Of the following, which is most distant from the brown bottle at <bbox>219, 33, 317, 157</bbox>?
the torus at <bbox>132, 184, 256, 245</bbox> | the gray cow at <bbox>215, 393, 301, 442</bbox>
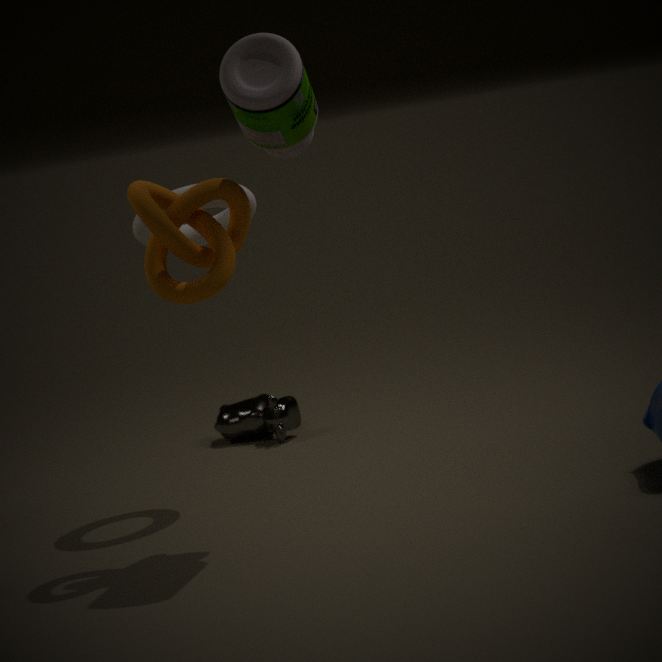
the gray cow at <bbox>215, 393, 301, 442</bbox>
